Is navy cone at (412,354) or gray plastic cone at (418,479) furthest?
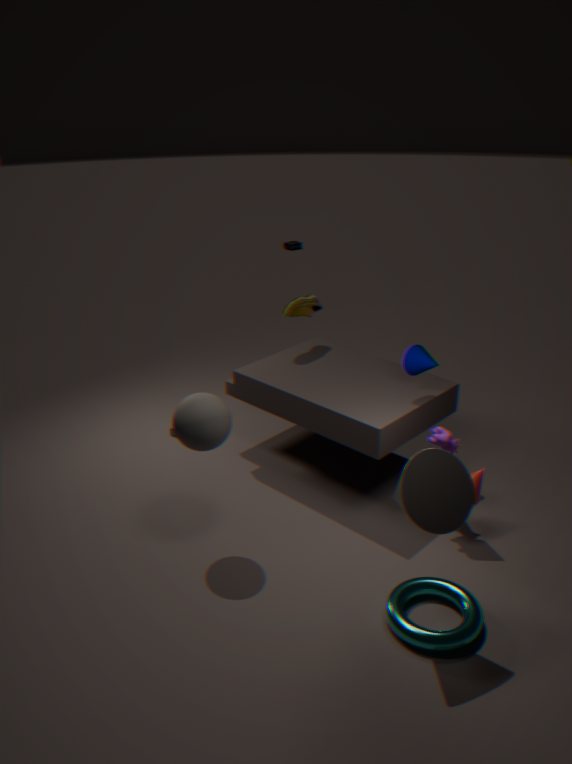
navy cone at (412,354)
